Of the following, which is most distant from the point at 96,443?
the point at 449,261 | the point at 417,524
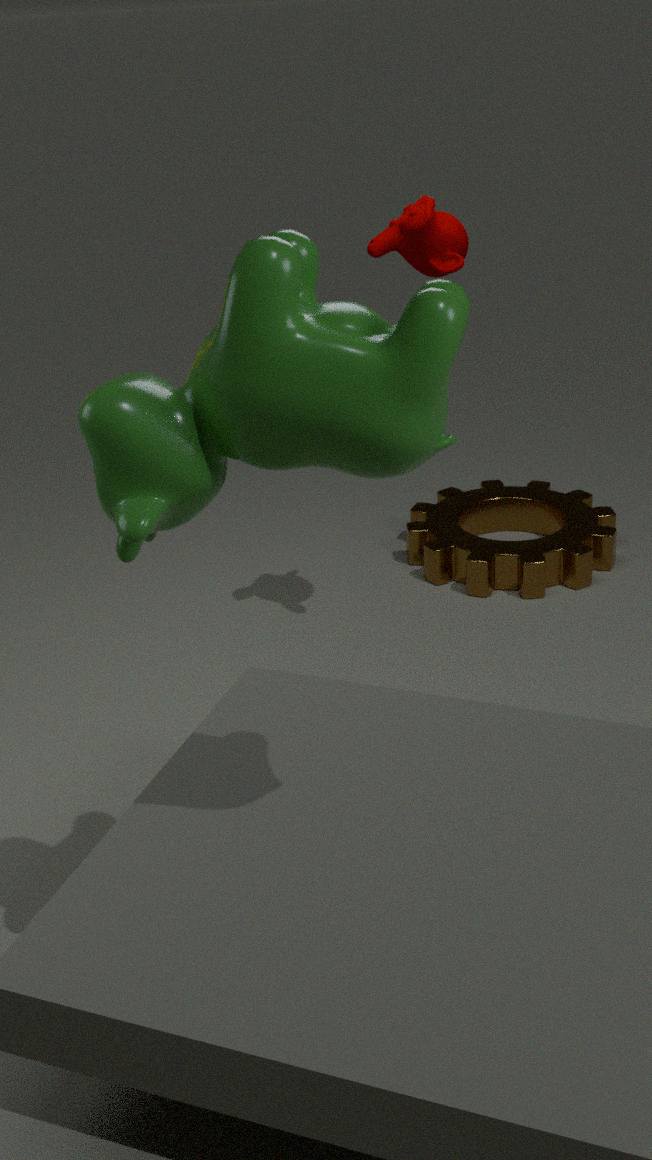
the point at 417,524
